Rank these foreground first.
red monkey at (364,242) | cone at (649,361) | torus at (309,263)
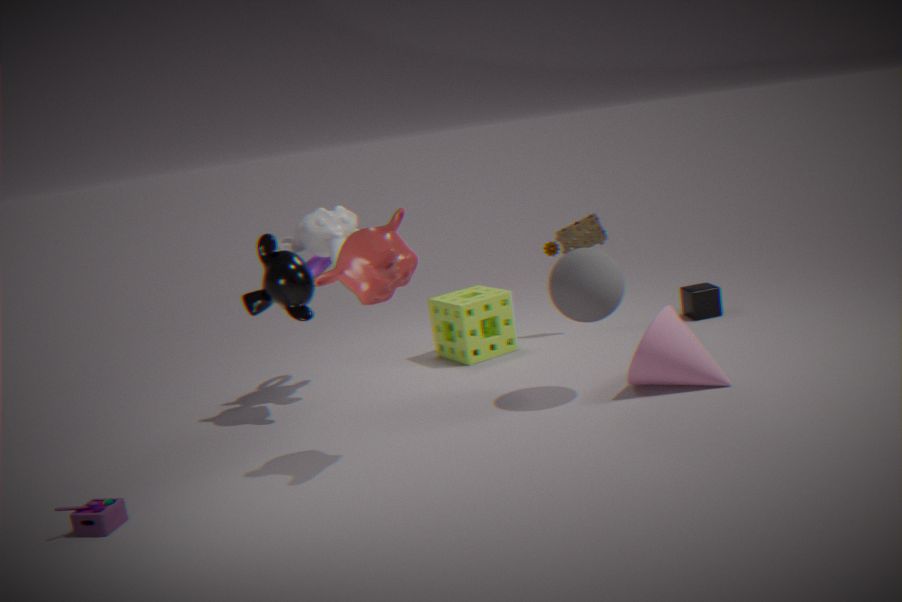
red monkey at (364,242)
cone at (649,361)
torus at (309,263)
